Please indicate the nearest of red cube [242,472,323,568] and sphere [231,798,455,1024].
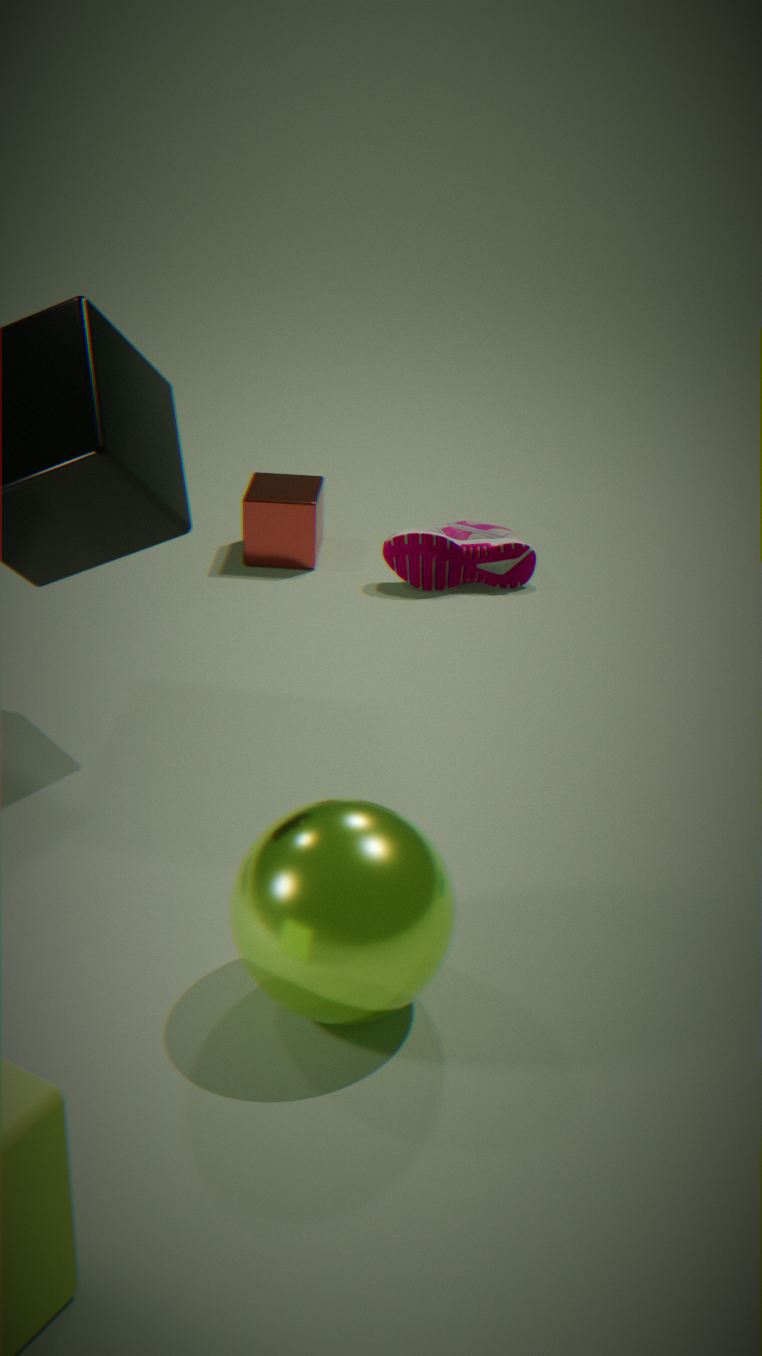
sphere [231,798,455,1024]
